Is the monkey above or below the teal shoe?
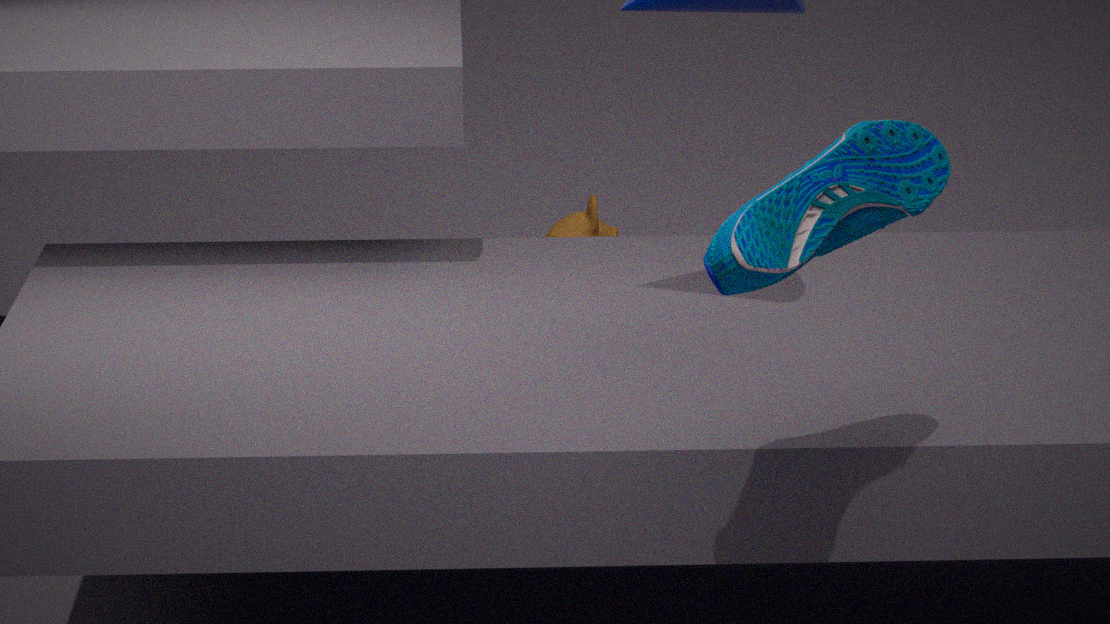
below
